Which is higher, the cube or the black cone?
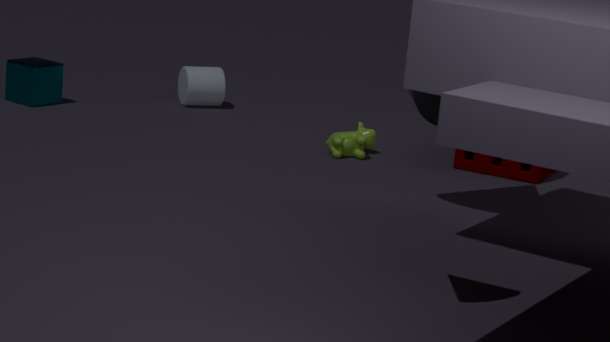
the black cone
